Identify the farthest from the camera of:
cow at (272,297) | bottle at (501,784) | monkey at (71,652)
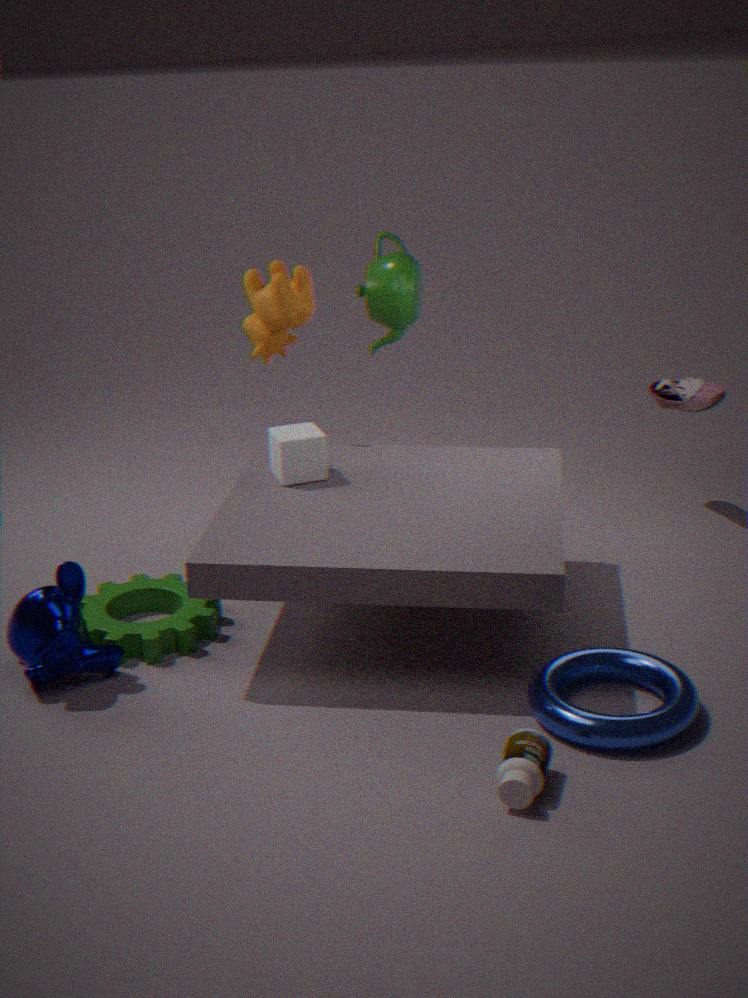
cow at (272,297)
